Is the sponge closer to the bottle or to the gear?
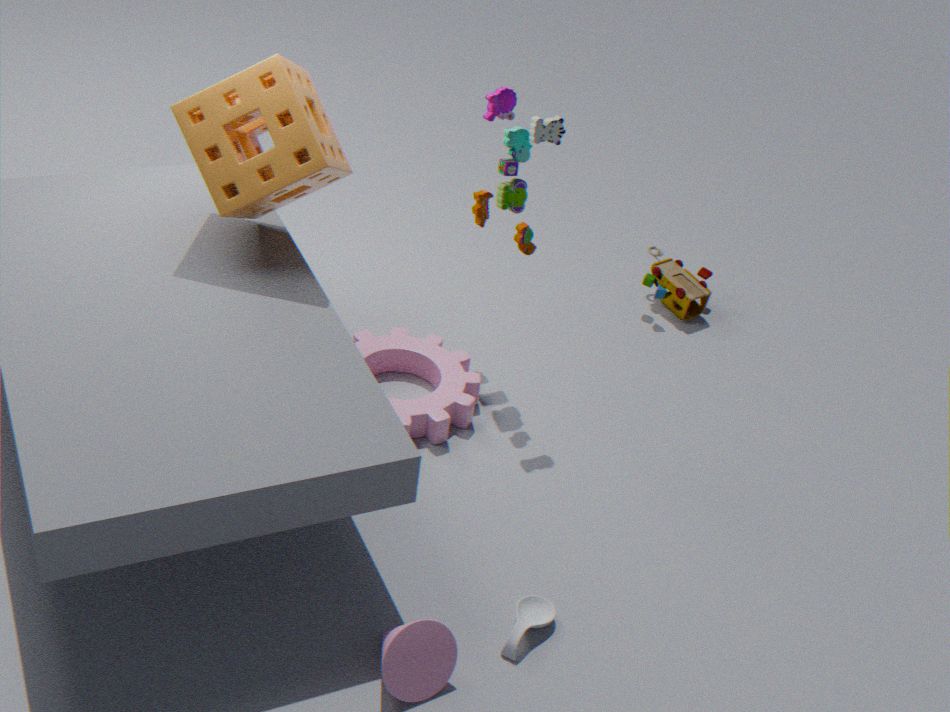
the gear
